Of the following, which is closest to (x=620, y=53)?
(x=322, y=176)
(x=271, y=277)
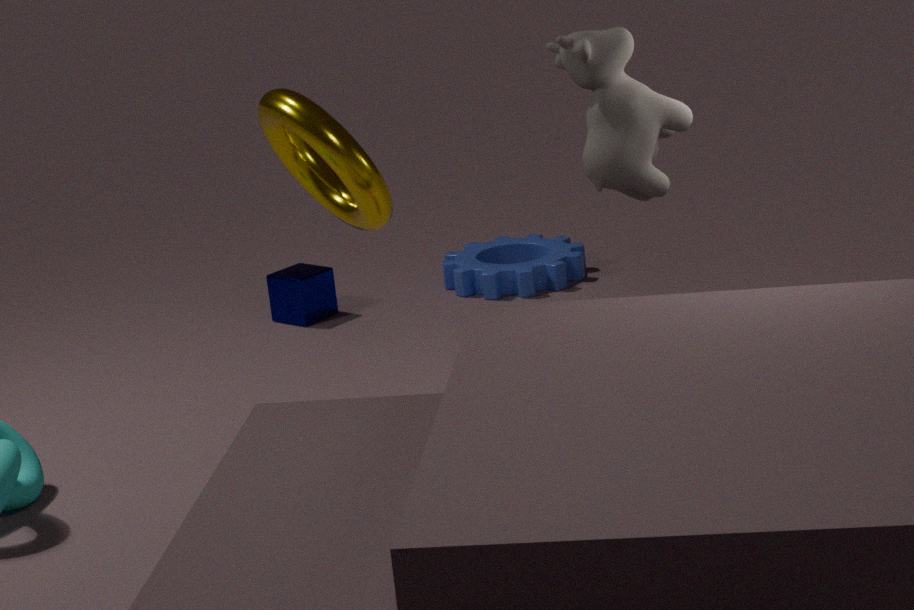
(x=322, y=176)
